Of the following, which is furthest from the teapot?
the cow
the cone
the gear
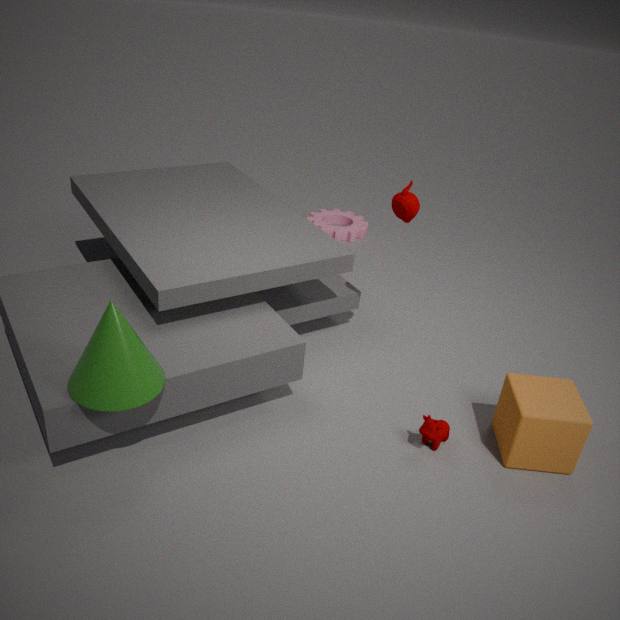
the gear
